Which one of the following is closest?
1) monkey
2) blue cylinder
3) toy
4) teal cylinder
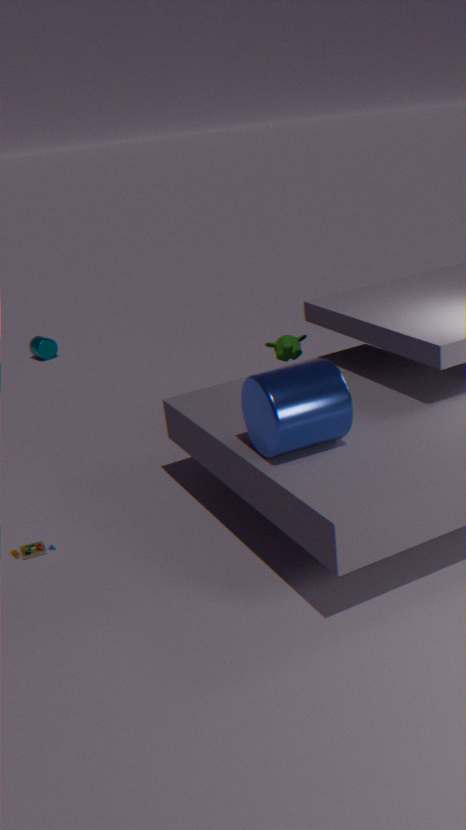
2. blue cylinder
